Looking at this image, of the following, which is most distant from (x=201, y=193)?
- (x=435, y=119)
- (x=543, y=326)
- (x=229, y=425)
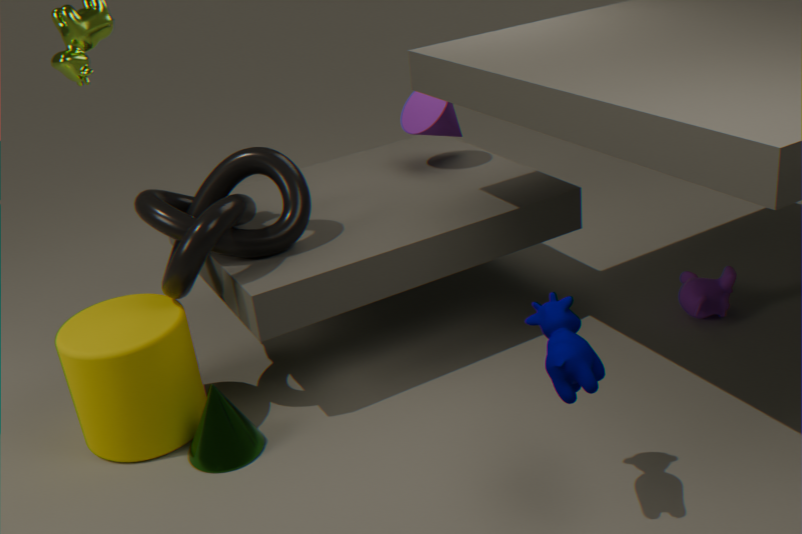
(x=543, y=326)
